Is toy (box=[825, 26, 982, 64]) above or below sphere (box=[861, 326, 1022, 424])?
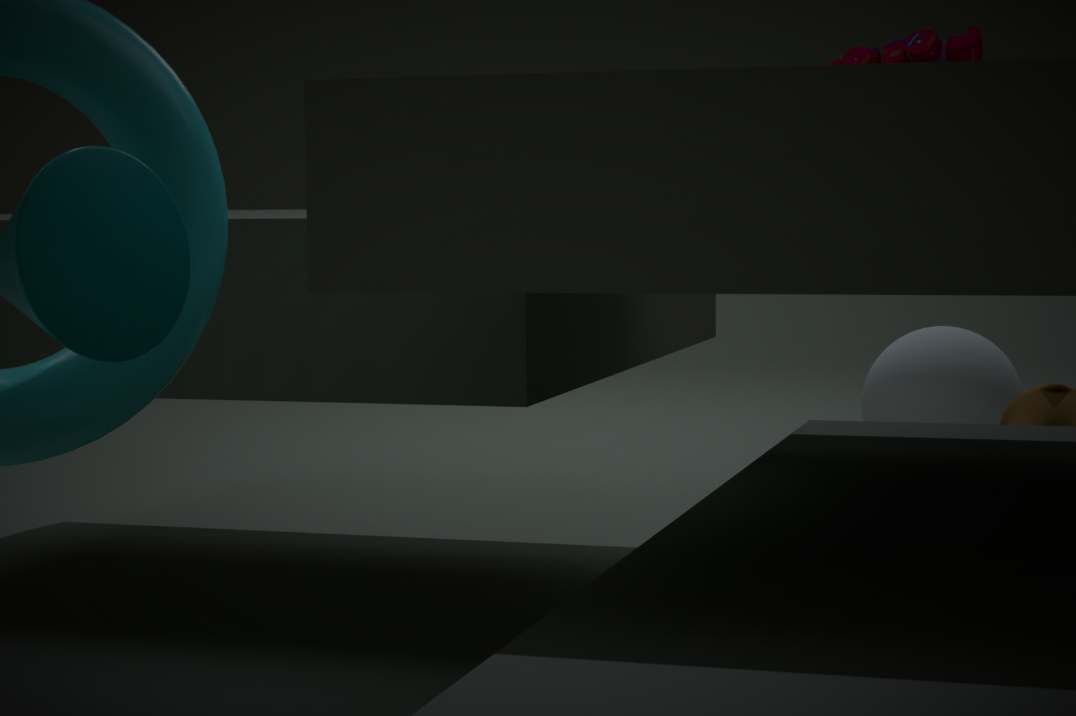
above
